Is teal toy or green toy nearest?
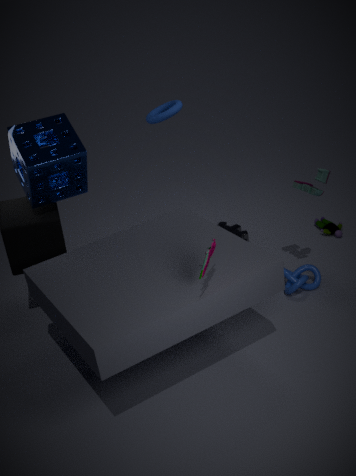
teal toy
